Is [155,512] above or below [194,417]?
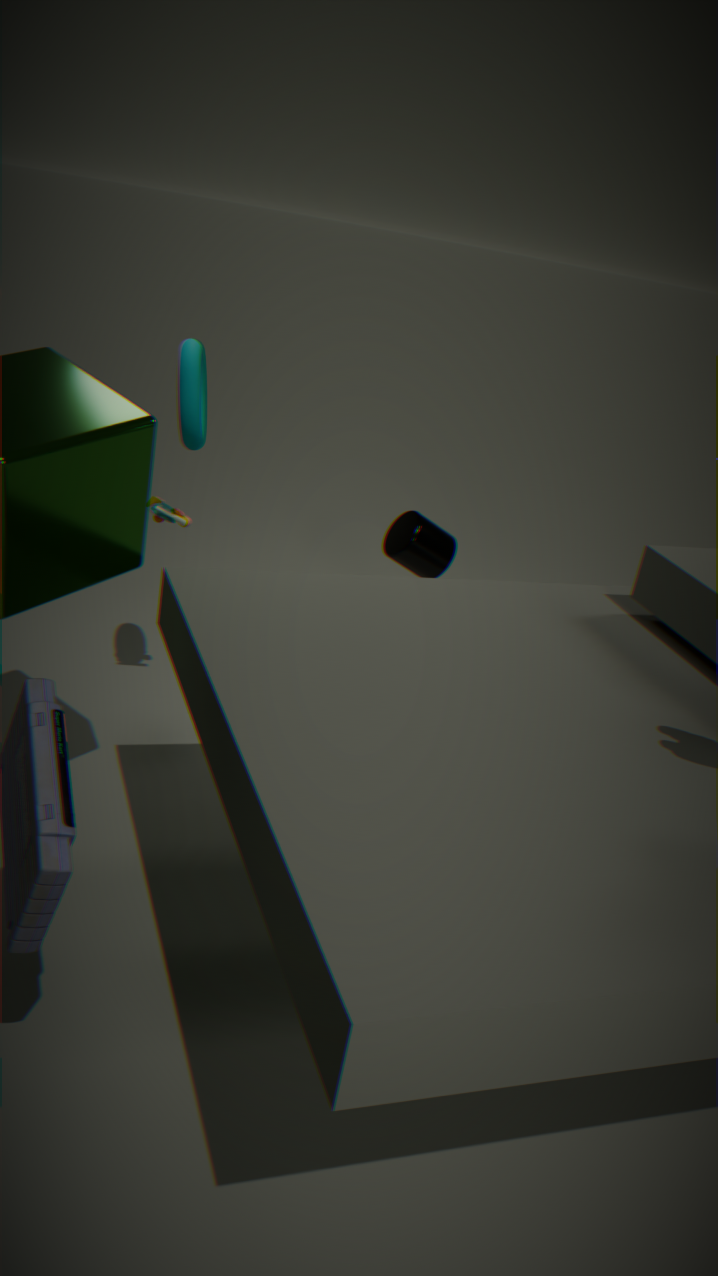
below
